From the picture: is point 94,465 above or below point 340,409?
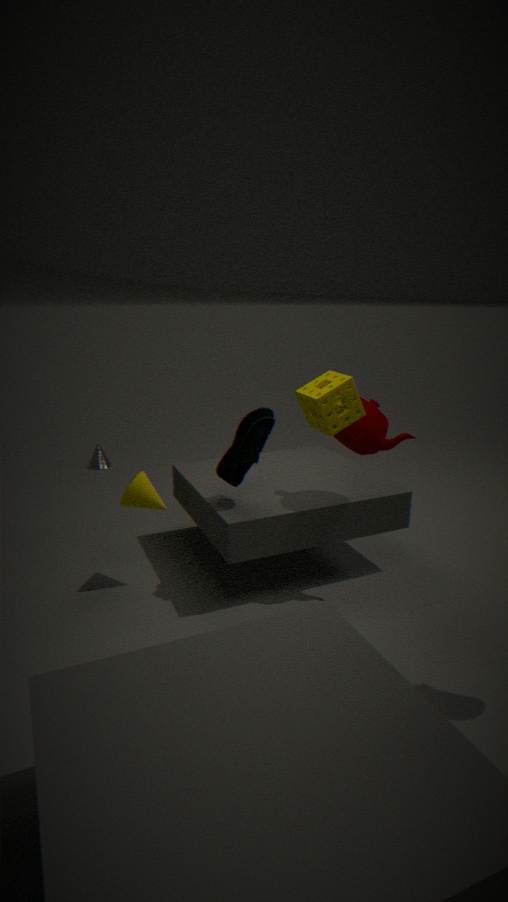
below
